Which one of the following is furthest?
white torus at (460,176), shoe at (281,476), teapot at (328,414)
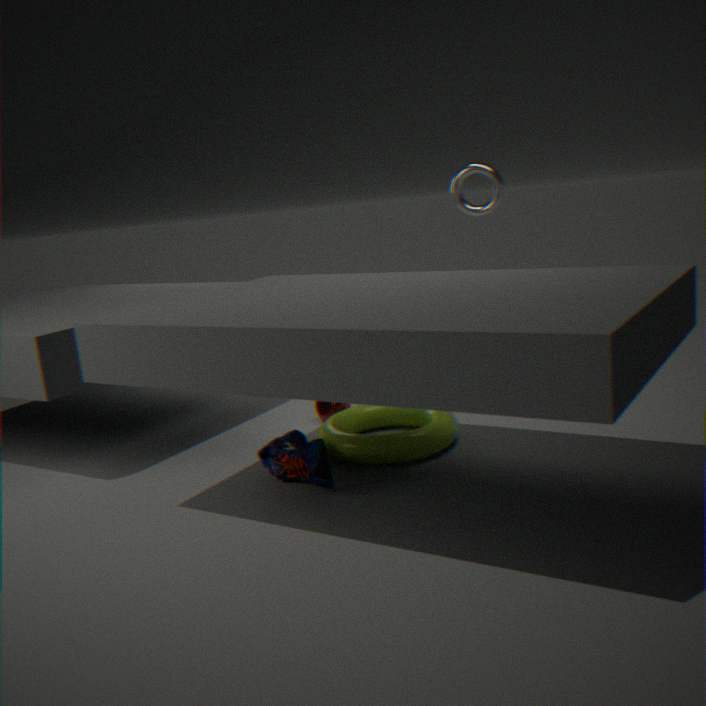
white torus at (460,176)
